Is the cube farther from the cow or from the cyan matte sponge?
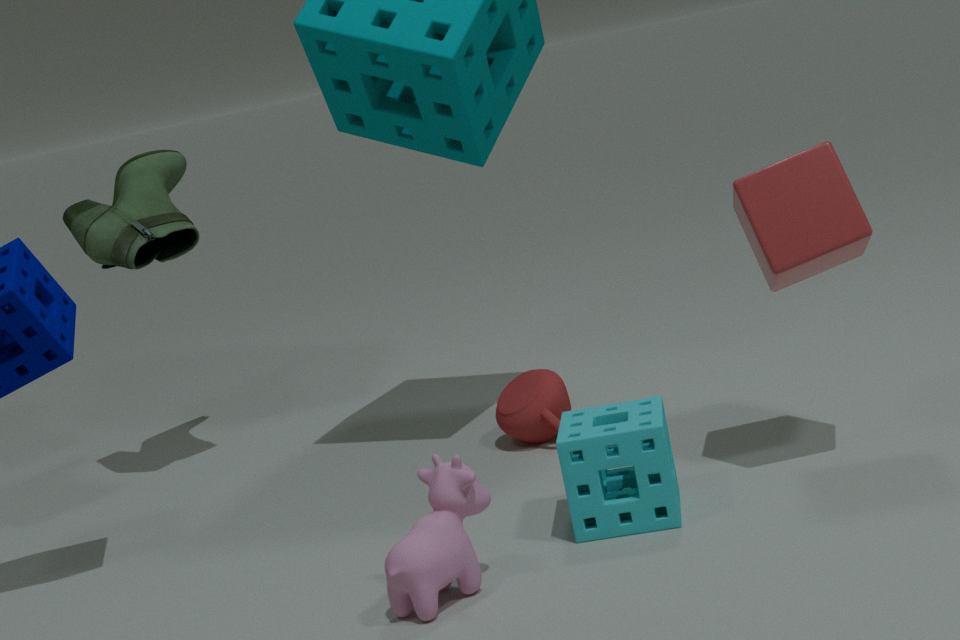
the cow
